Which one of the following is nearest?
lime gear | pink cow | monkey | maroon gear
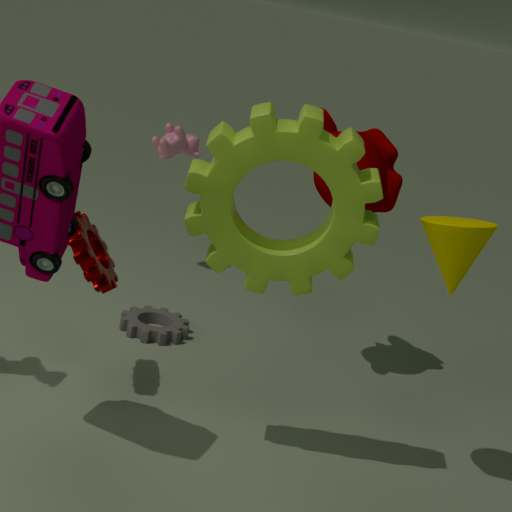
lime gear
